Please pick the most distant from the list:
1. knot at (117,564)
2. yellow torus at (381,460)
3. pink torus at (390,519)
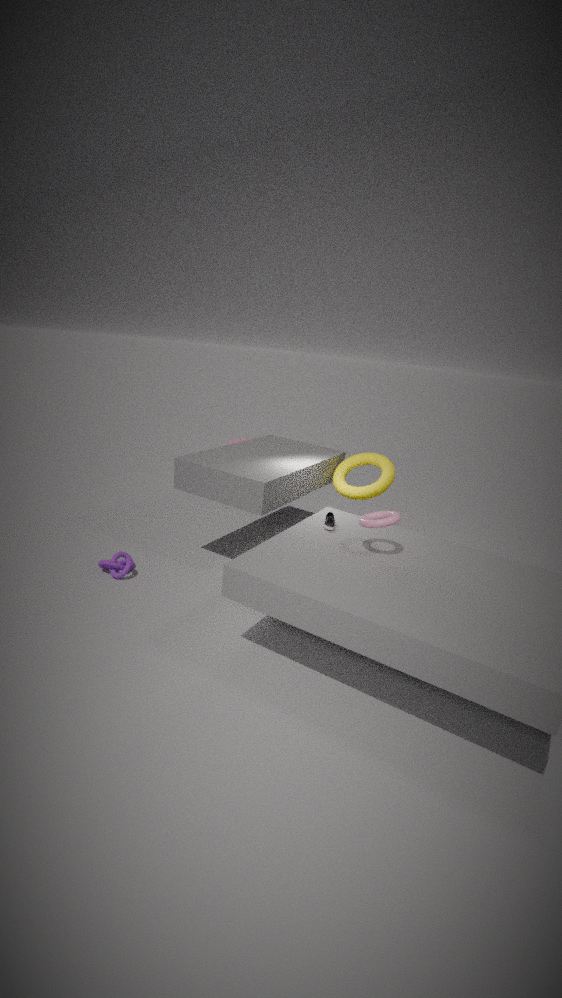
yellow torus at (381,460)
